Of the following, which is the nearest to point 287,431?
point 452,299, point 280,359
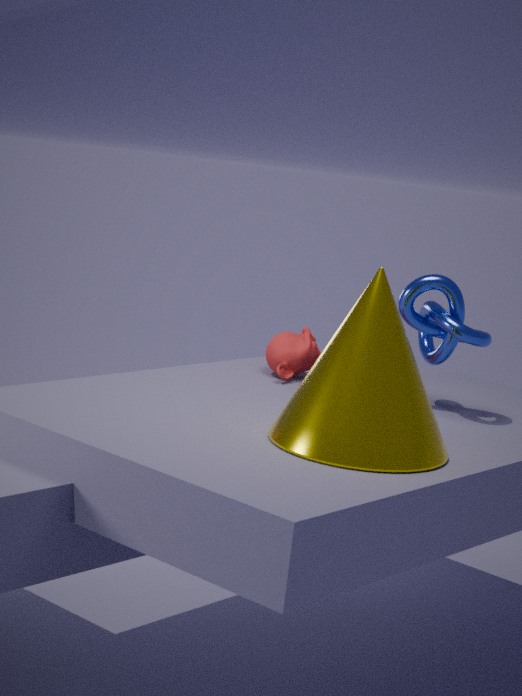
point 452,299
